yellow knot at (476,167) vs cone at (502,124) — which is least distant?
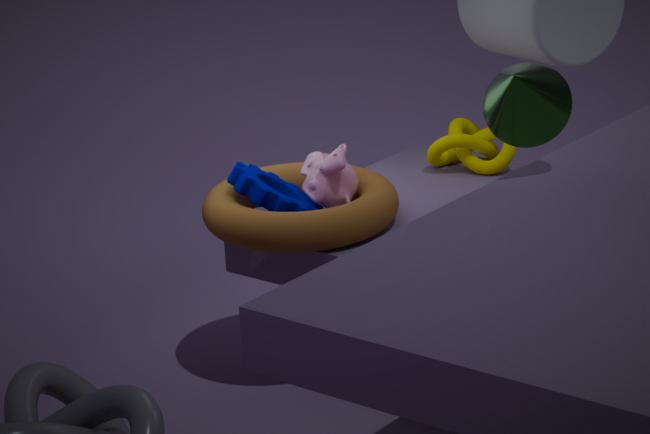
cone at (502,124)
